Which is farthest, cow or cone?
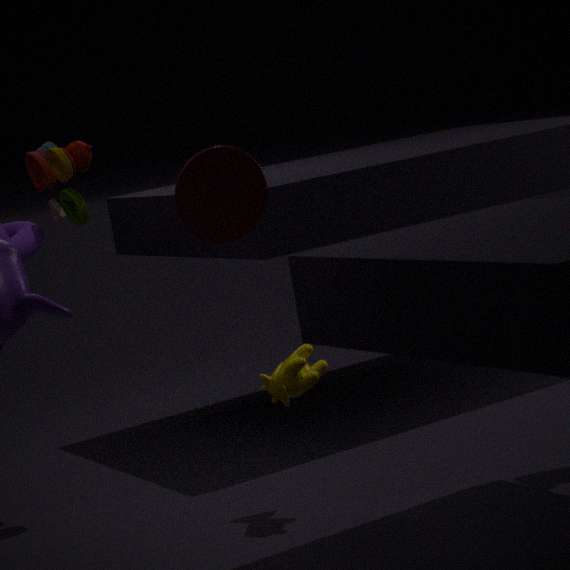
cow
